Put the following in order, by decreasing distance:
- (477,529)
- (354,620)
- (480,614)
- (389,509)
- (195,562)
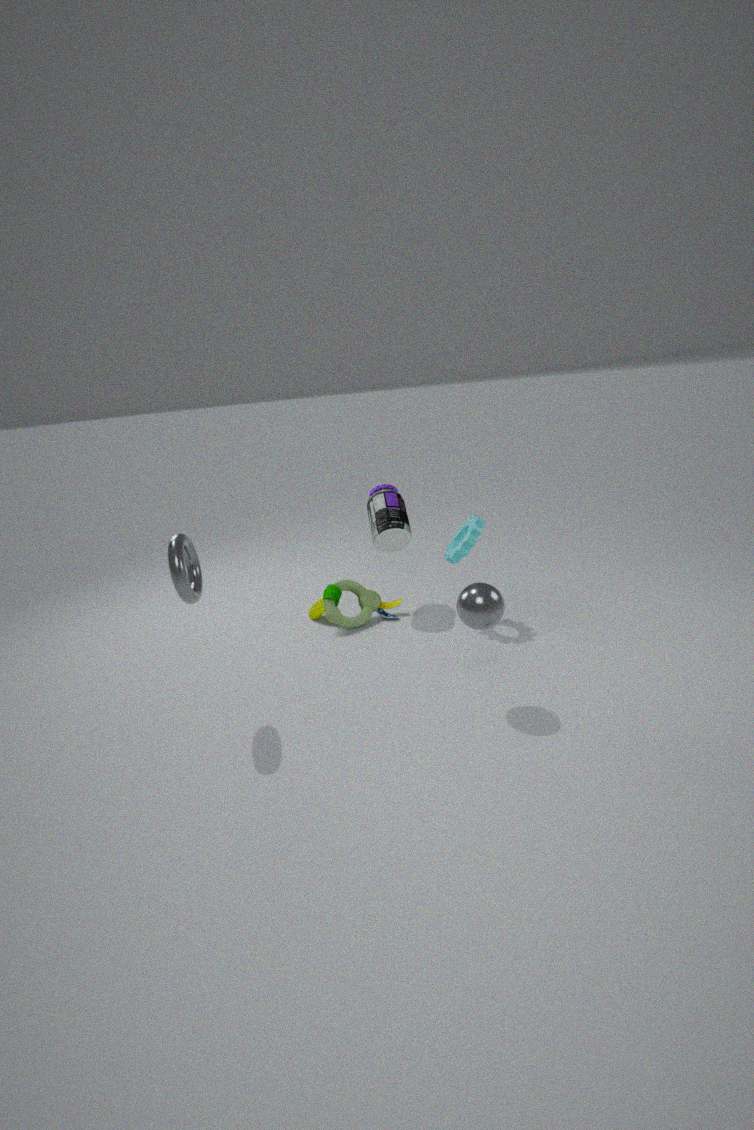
(354,620)
(389,509)
(477,529)
(195,562)
(480,614)
